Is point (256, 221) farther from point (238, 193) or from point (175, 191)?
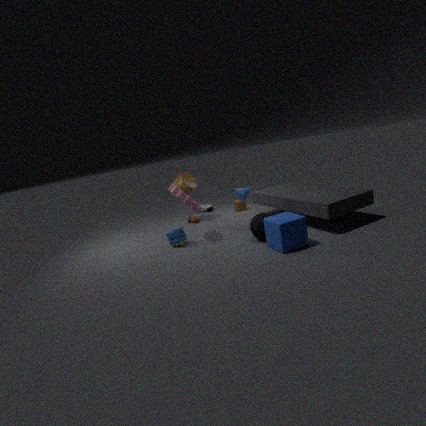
point (175, 191)
